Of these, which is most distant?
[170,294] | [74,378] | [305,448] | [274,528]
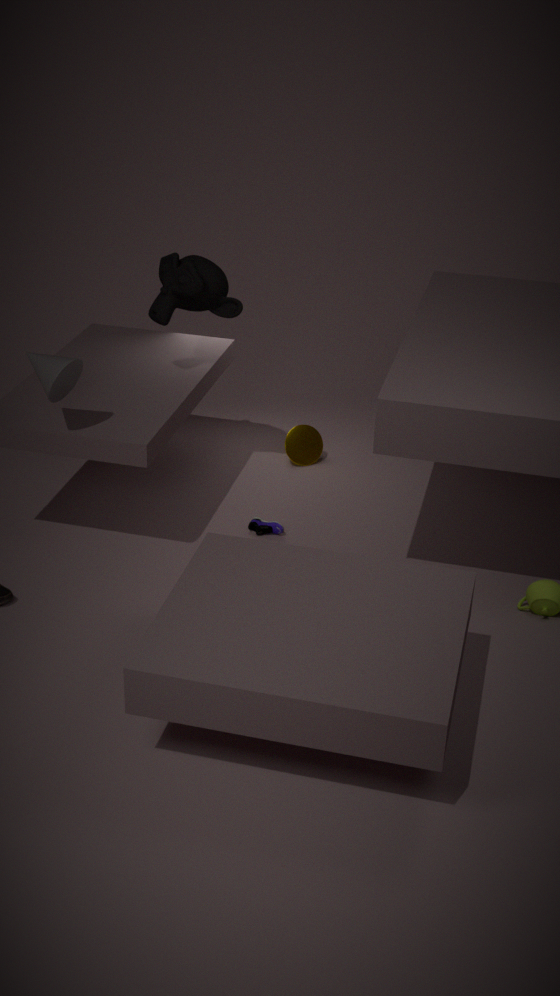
[305,448]
